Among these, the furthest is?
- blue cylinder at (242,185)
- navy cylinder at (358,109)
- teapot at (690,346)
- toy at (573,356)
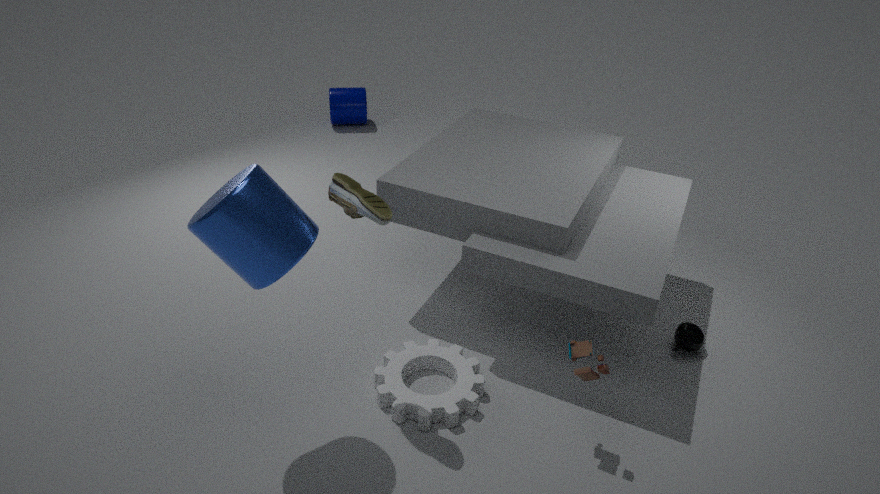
→ navy cylinder at (358,109)
